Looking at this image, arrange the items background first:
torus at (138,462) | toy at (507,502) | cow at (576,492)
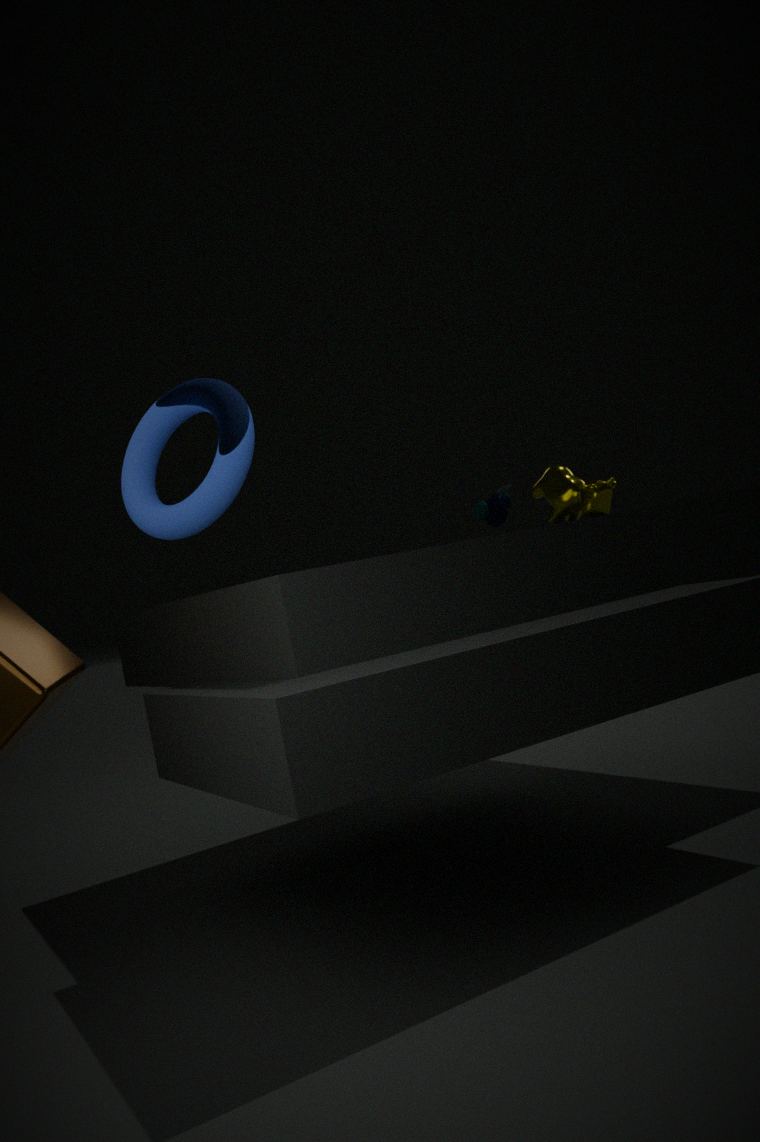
toy at (507,502)
cow at (576,492)
torus at (138,462)
